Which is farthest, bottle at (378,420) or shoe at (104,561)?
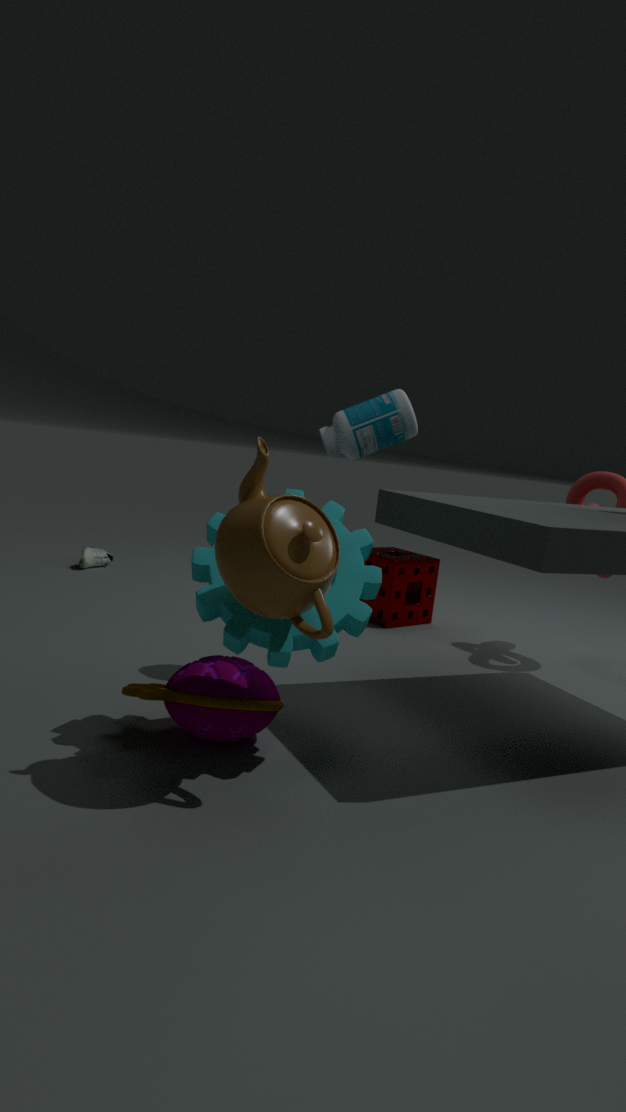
shoe at (104,561)
